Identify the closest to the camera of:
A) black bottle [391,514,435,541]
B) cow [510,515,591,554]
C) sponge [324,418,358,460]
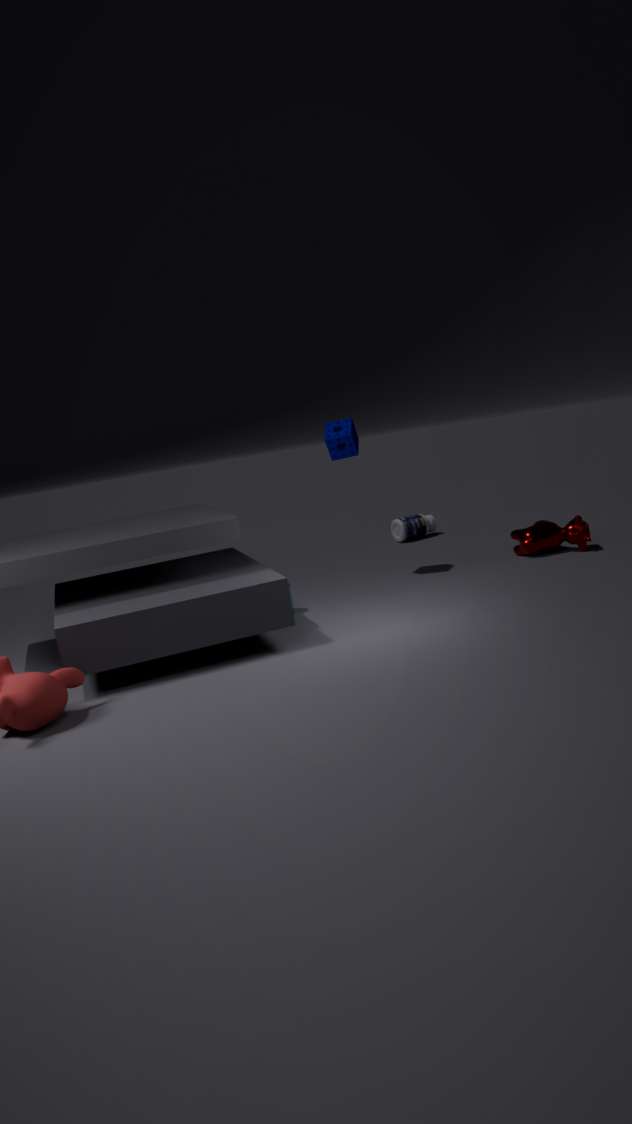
sponge [324,418,358,460]
